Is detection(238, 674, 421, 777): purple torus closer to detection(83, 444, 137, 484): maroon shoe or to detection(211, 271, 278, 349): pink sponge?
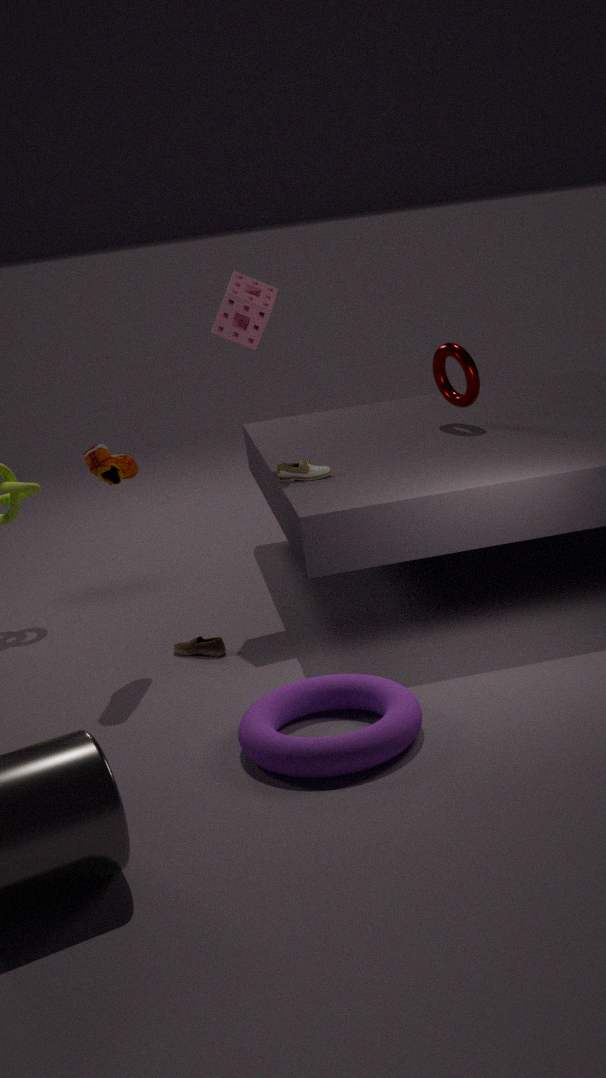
detection(83, 444, 137, 484): maroon shoe
